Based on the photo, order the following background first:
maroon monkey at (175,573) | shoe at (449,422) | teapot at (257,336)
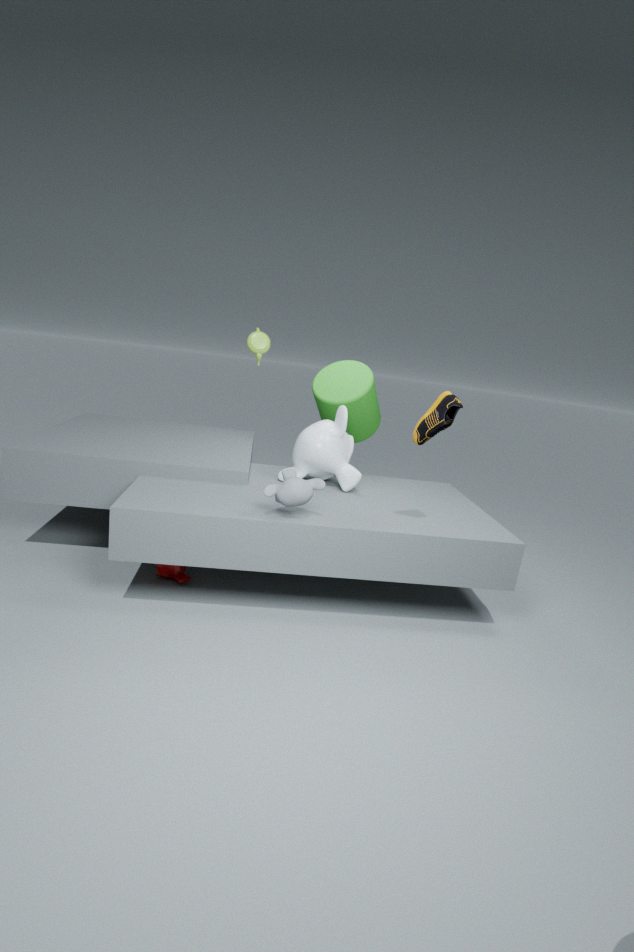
teapot at (257,336) → maroon monkey at (175,573) → shoe at (449,422)
